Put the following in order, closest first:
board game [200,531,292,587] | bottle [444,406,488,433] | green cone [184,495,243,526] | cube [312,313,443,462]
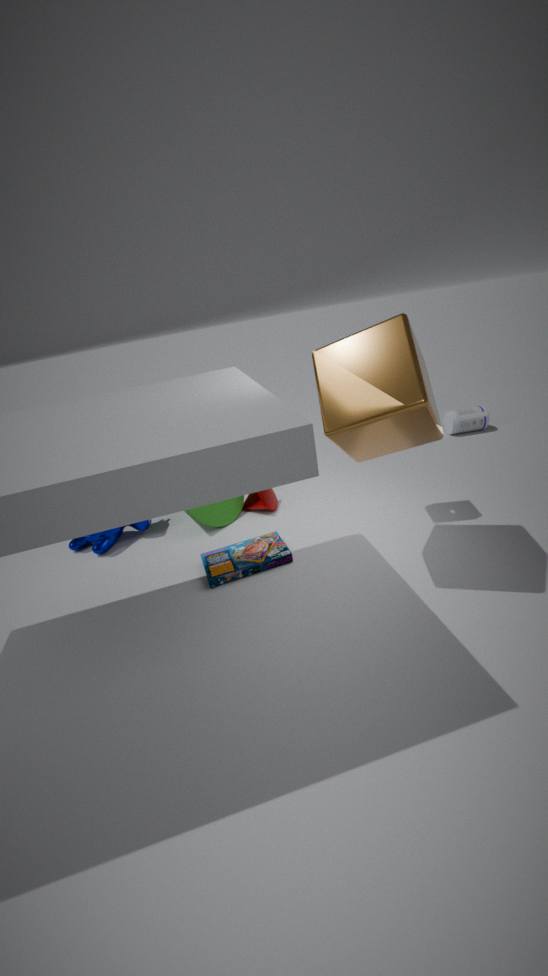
cube [312,313,443,462] → board game [200,531,292,587] → green cone [184,495,243,526] → bottle [444,406,488,433]
